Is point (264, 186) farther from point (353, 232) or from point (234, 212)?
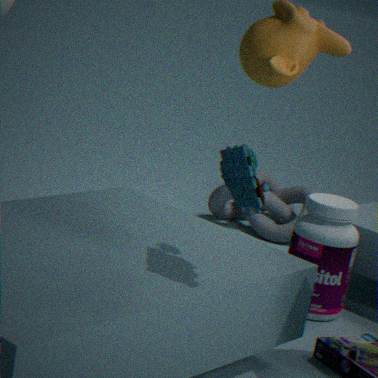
point (234, 212)
